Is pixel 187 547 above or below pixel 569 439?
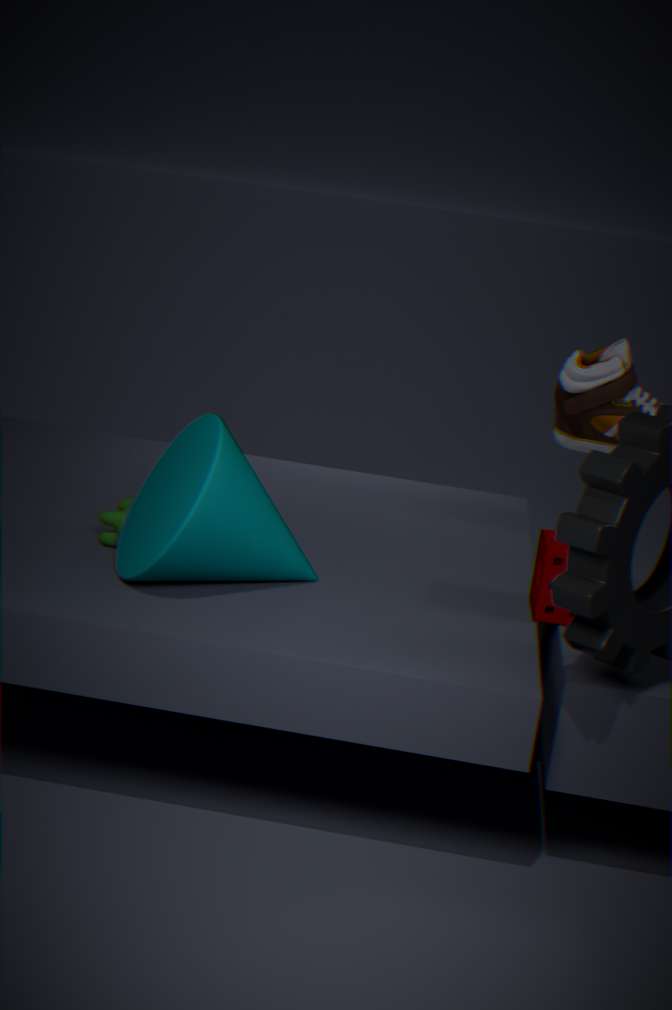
below
